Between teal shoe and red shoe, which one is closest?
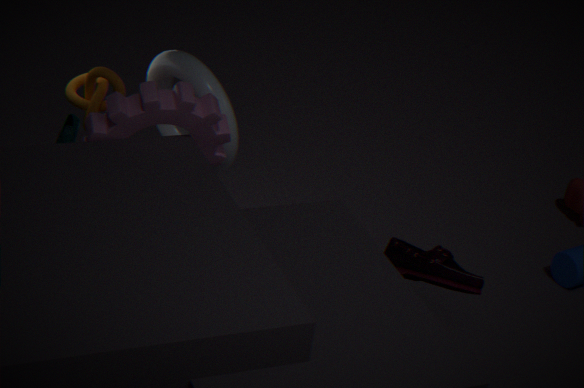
teal shoe
